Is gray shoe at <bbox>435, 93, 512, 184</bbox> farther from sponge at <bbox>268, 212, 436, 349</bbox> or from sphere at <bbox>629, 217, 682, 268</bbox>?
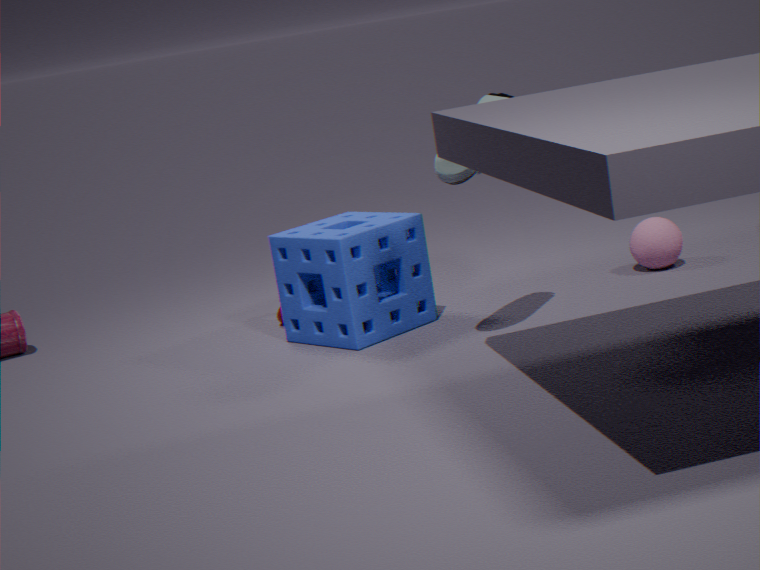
sphere at <bbox>629, 217, 682, 268</bbox>
